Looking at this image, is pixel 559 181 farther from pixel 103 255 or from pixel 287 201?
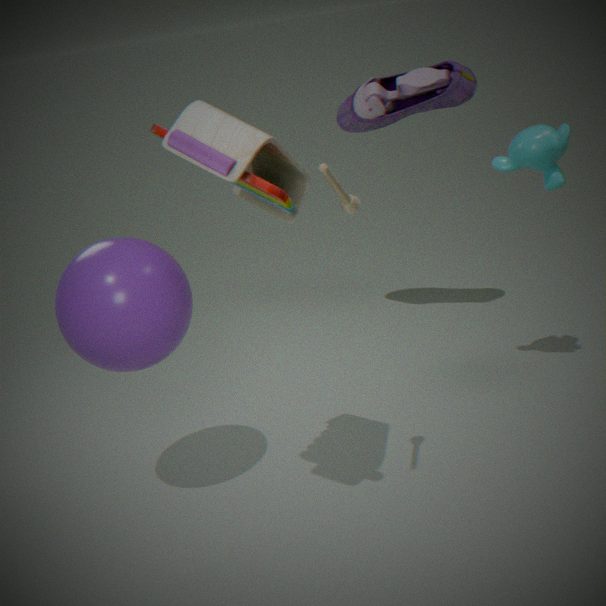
pixel 103 255
